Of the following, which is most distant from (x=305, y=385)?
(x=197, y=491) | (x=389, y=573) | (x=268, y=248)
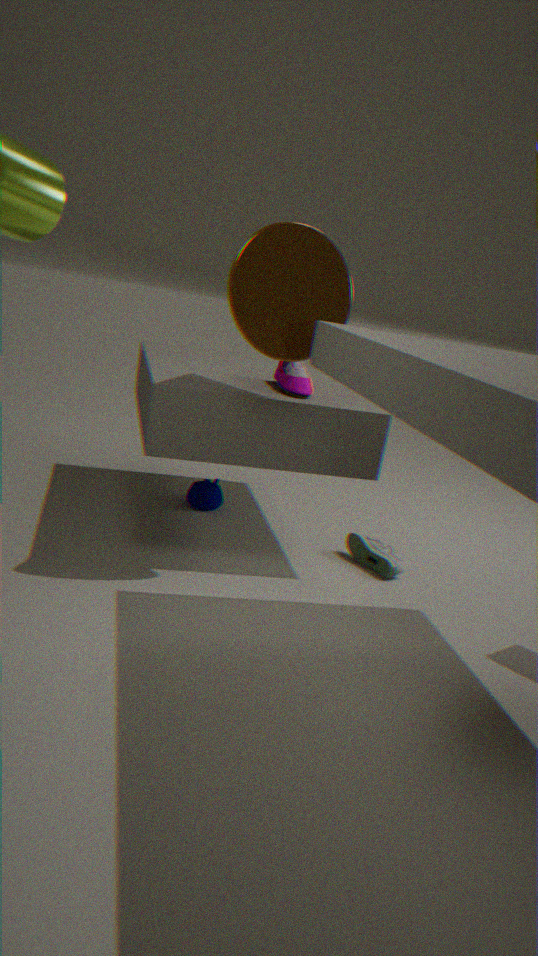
(x=197, y=491)
